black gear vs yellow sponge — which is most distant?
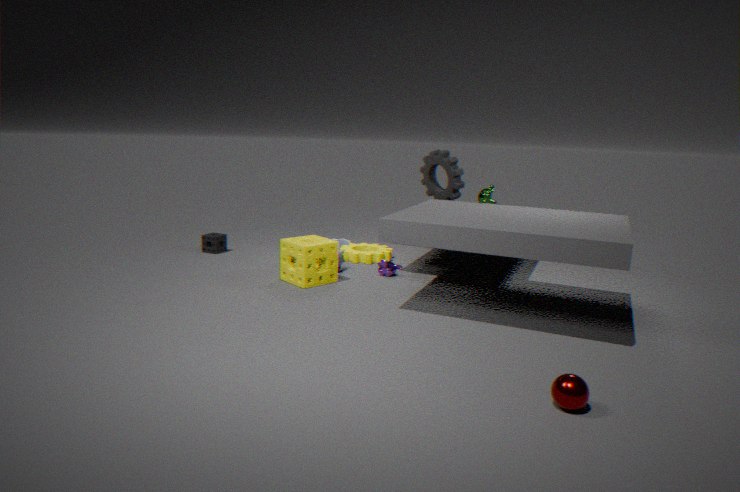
black gear
